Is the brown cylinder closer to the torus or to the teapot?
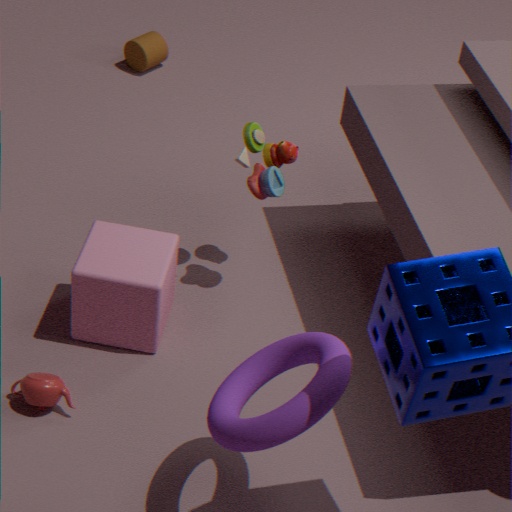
Answer: the teapot
